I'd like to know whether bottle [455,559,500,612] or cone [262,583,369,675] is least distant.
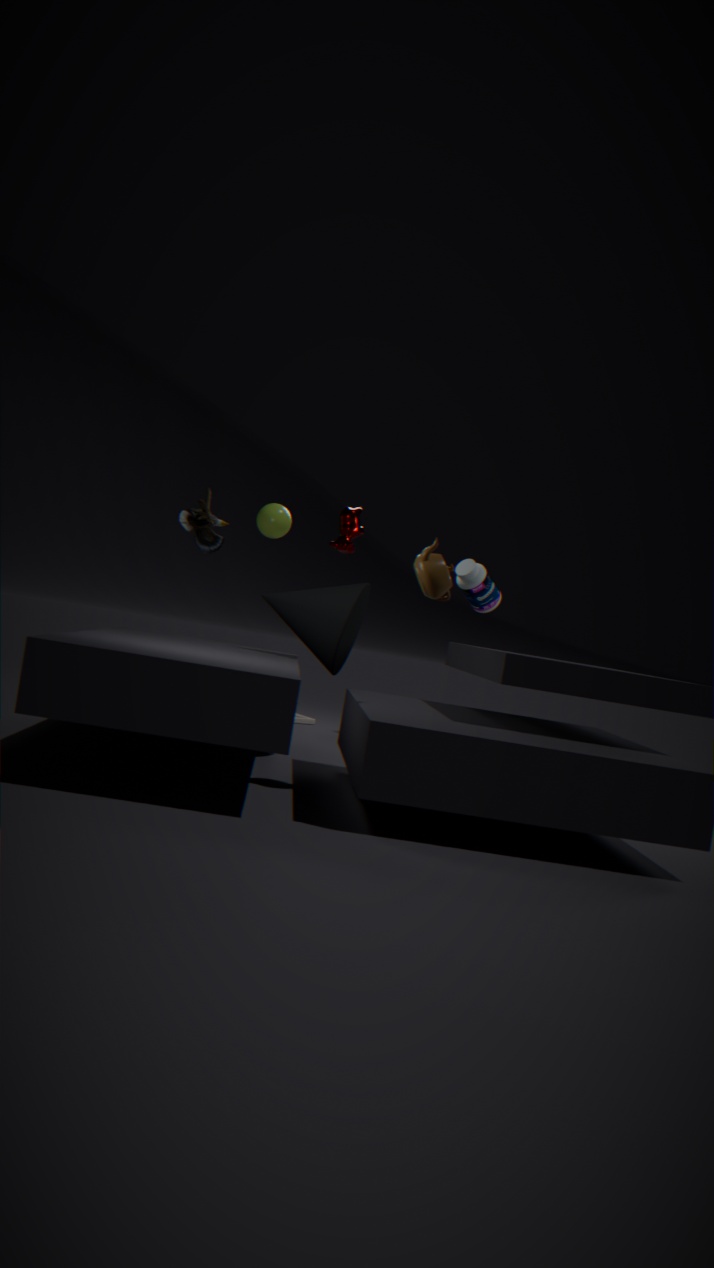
cone [262,583,369,675]
